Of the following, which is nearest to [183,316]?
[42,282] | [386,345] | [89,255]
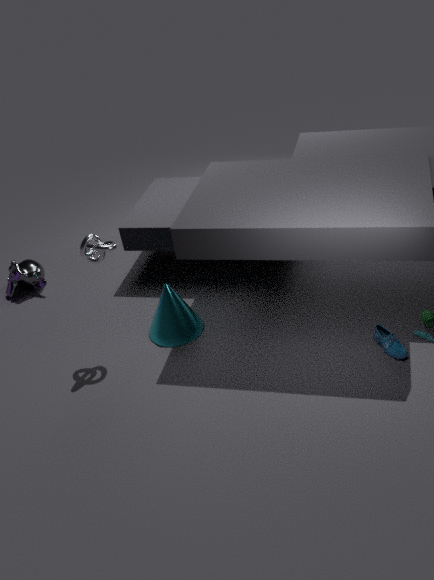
[89,255]
